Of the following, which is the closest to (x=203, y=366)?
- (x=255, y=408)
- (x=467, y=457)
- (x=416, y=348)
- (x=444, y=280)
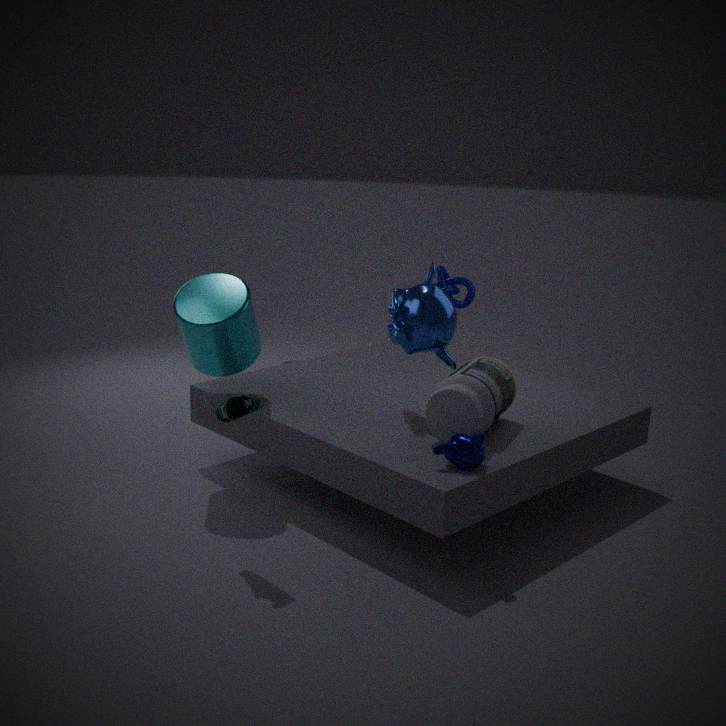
(x=255, y=408)
